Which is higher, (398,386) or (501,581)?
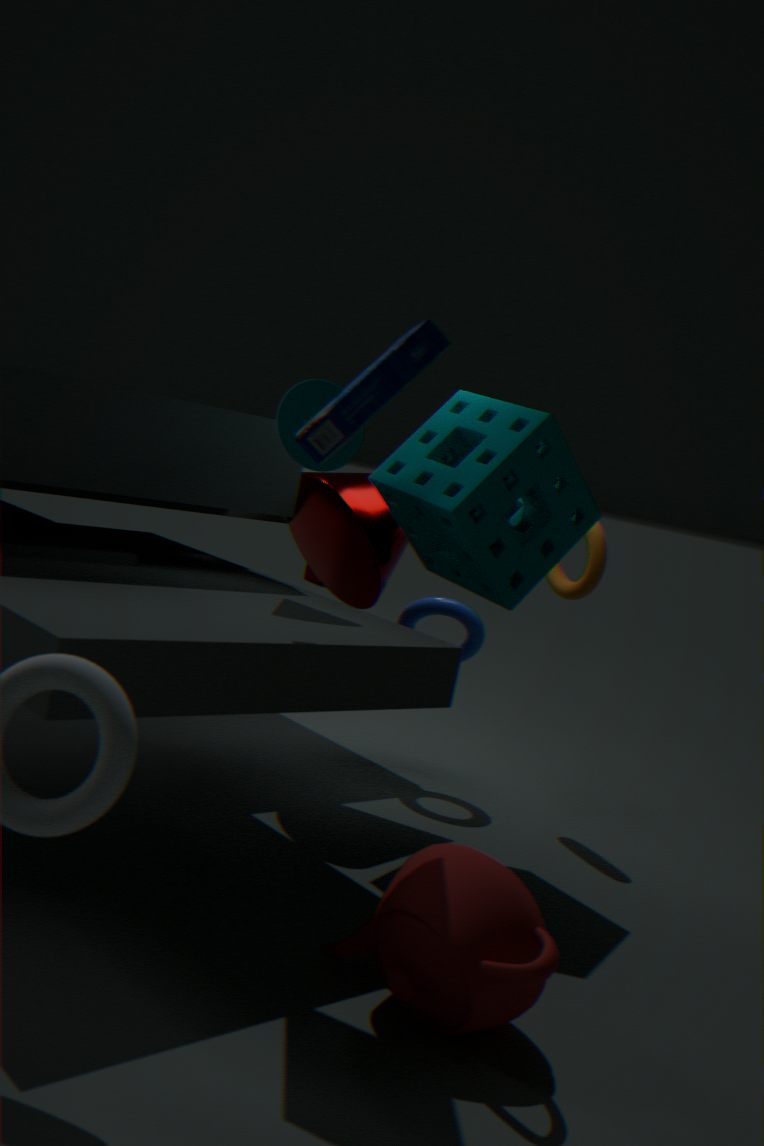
(398,386)
